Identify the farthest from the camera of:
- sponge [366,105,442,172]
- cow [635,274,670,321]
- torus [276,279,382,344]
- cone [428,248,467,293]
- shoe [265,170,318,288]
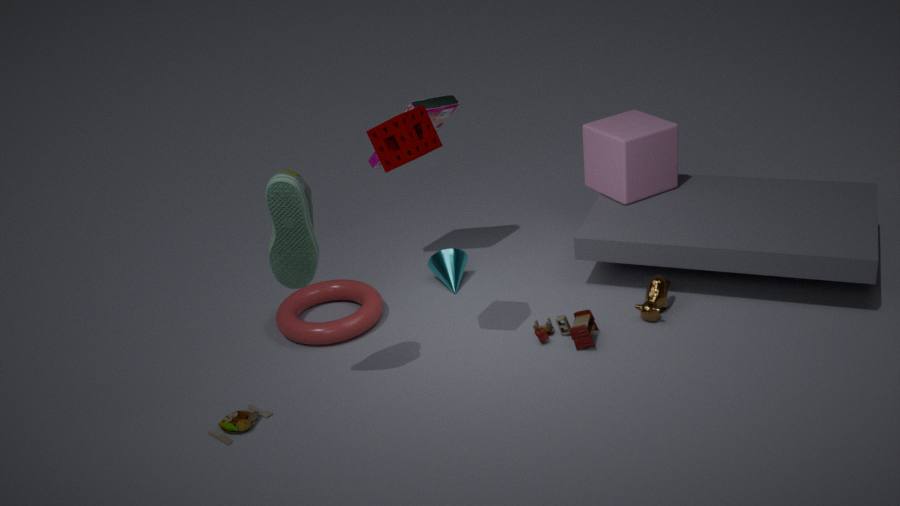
cone [428,248,467,293]
